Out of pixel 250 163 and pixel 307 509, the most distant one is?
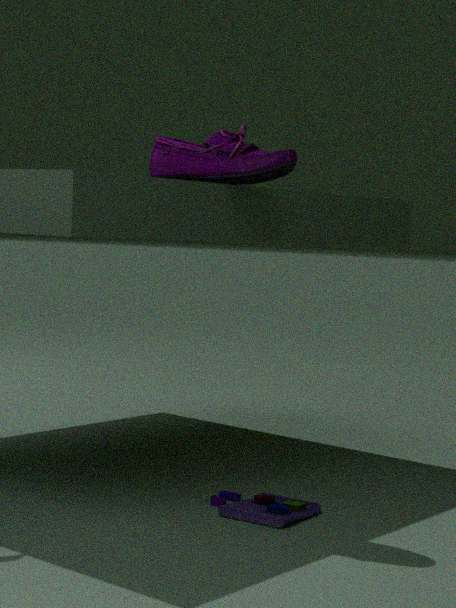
pixel 307 509
